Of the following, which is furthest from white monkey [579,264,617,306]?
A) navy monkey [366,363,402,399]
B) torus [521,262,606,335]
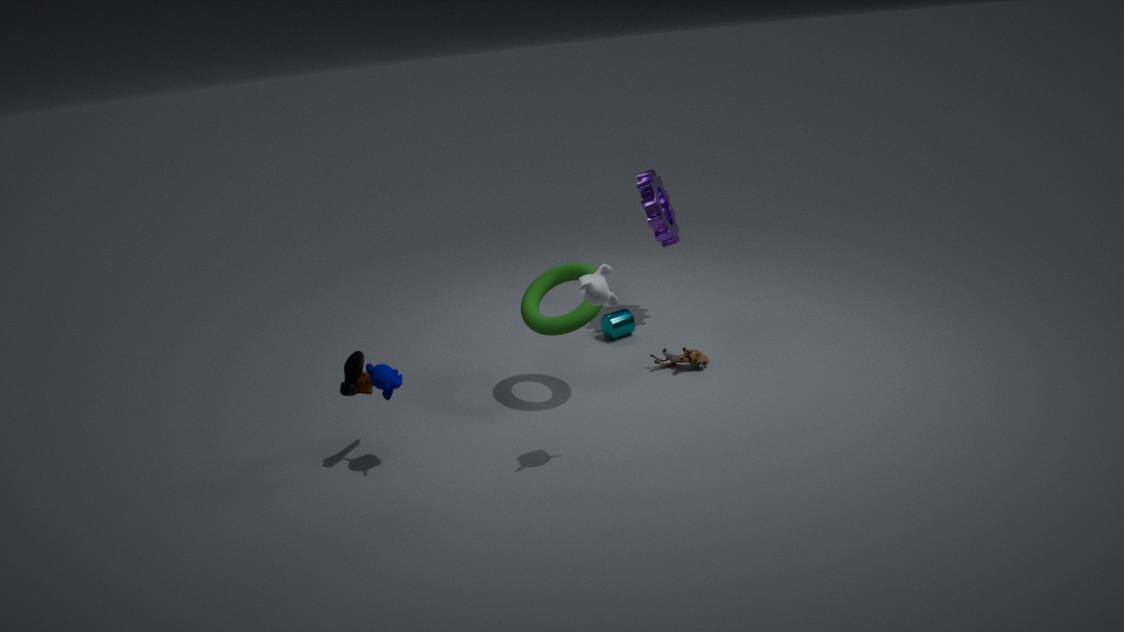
navy monkey [366,363,402,399]
